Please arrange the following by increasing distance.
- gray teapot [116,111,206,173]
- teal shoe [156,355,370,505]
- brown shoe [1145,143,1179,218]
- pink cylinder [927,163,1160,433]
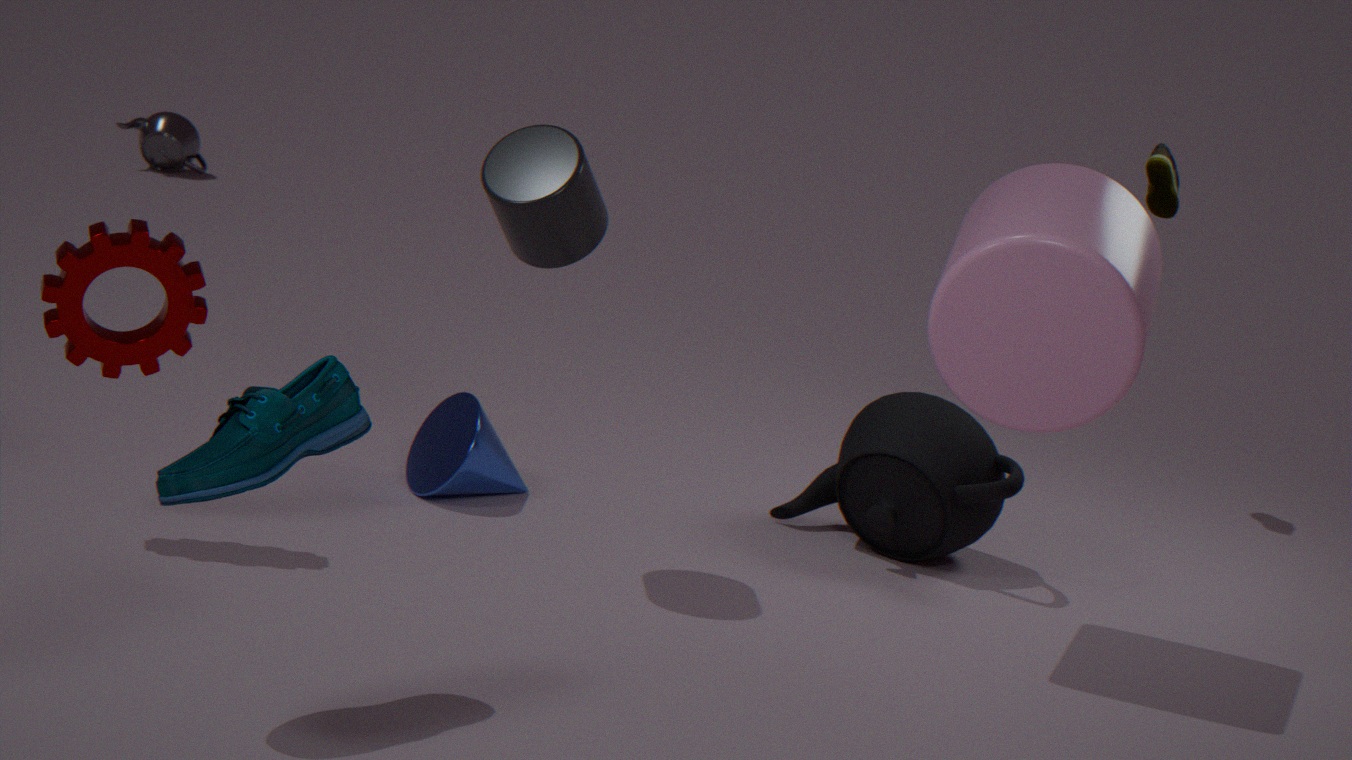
teal shoe [156,355,370,505] < pink cylinder [927,163,1160,433] < brown shoe [1145,143,1179,218] < gray teapot [116,111,206,173]
